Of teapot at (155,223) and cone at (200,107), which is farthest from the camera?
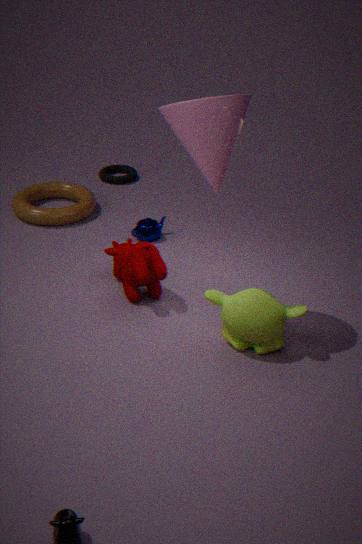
teapot at (155,223)
